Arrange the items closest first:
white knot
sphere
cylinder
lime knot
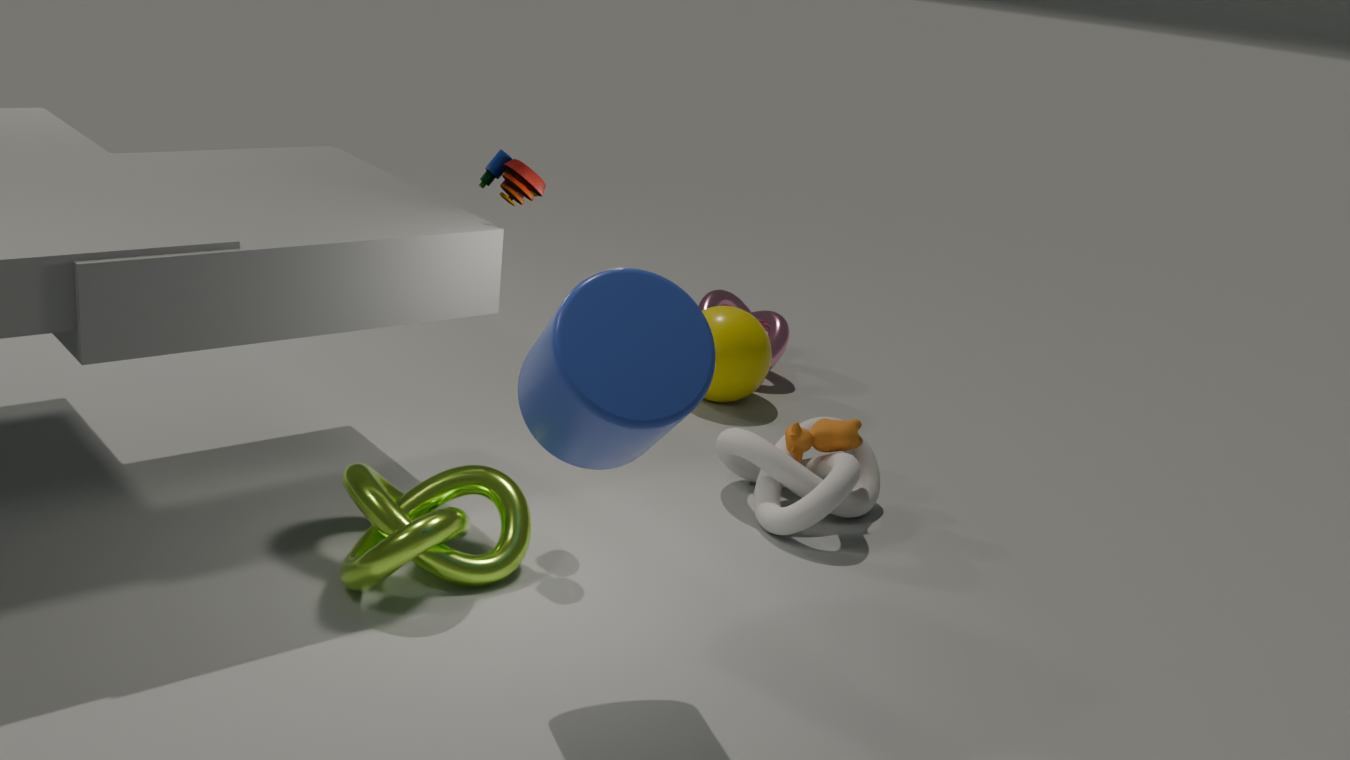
cylinder < lime knot < white knot < sphere
